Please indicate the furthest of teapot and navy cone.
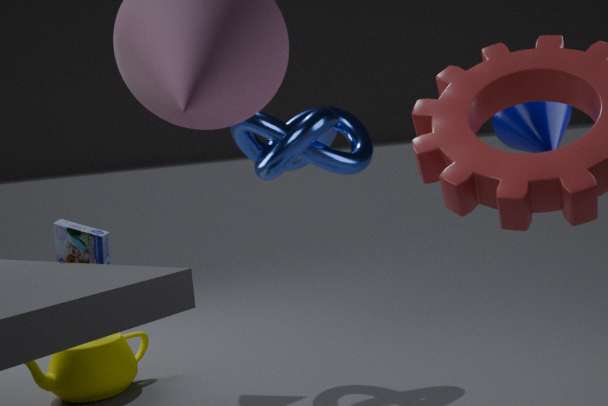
teapot
